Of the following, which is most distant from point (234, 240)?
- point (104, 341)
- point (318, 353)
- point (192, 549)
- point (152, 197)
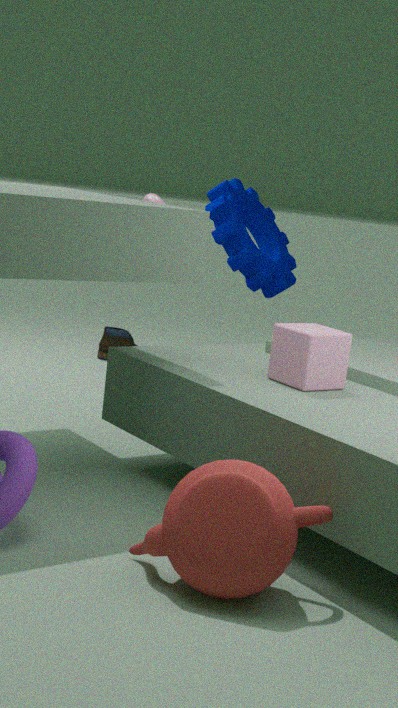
point (192, 549)
